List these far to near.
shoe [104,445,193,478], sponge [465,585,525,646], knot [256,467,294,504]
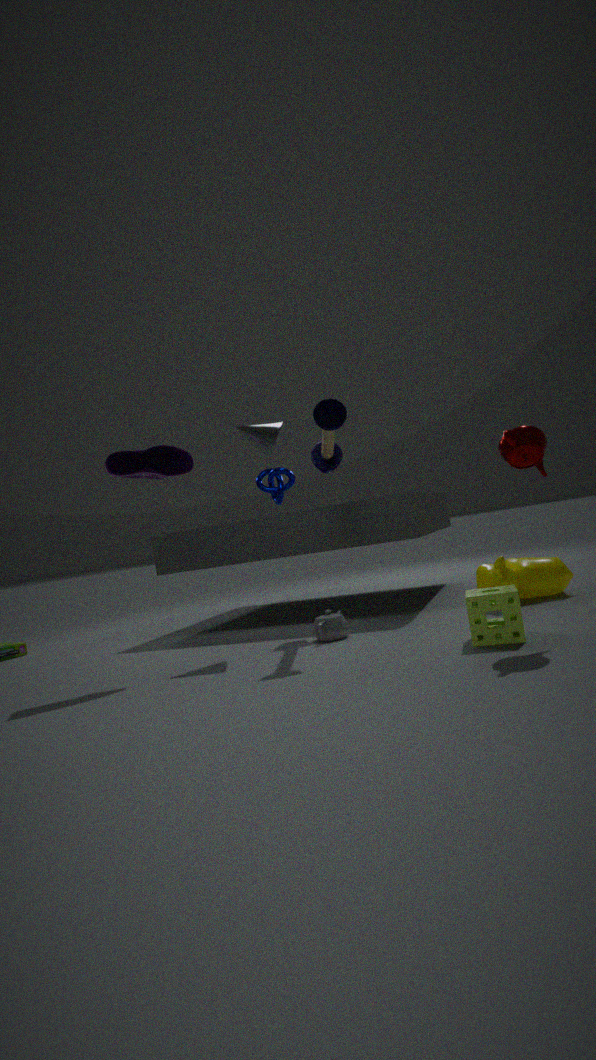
knot [256,467,294,504] → shoe [104,445,193,478] → sponge [465,585,525,646]
